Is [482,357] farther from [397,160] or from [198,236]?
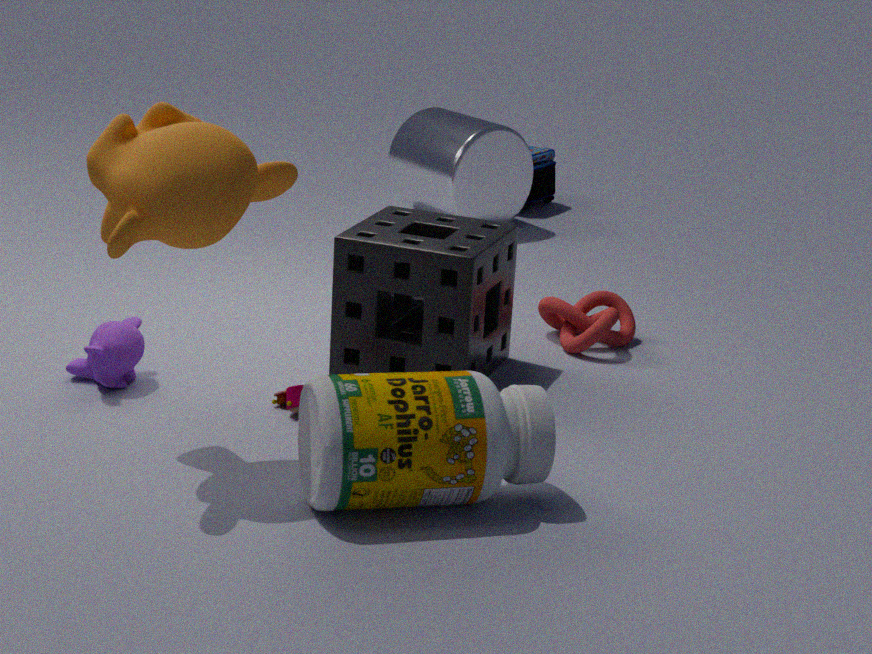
[397,160]
